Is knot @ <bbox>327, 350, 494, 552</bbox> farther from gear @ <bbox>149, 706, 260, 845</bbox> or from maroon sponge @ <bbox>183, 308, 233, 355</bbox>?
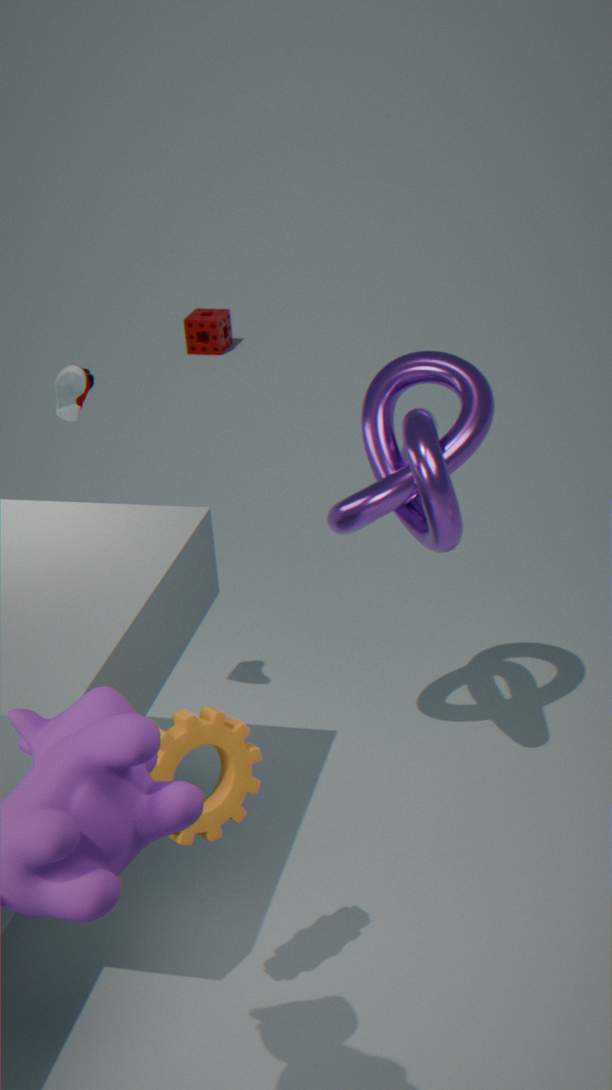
maroon sponge @ <bbox>183, 308, 233, 355</bbox>
